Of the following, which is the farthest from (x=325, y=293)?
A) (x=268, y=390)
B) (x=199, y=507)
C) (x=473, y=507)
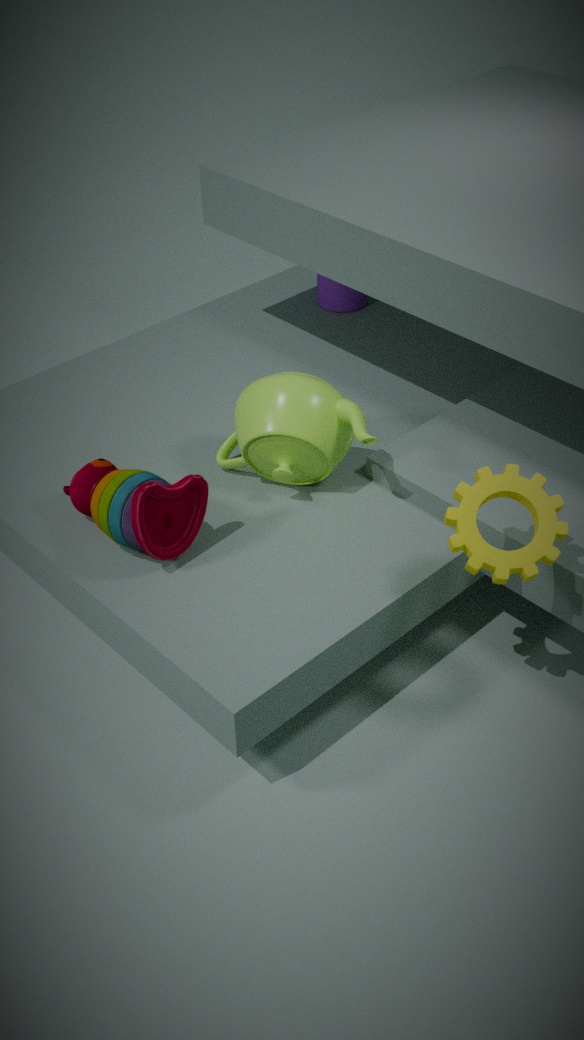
(x=473, y=507)
